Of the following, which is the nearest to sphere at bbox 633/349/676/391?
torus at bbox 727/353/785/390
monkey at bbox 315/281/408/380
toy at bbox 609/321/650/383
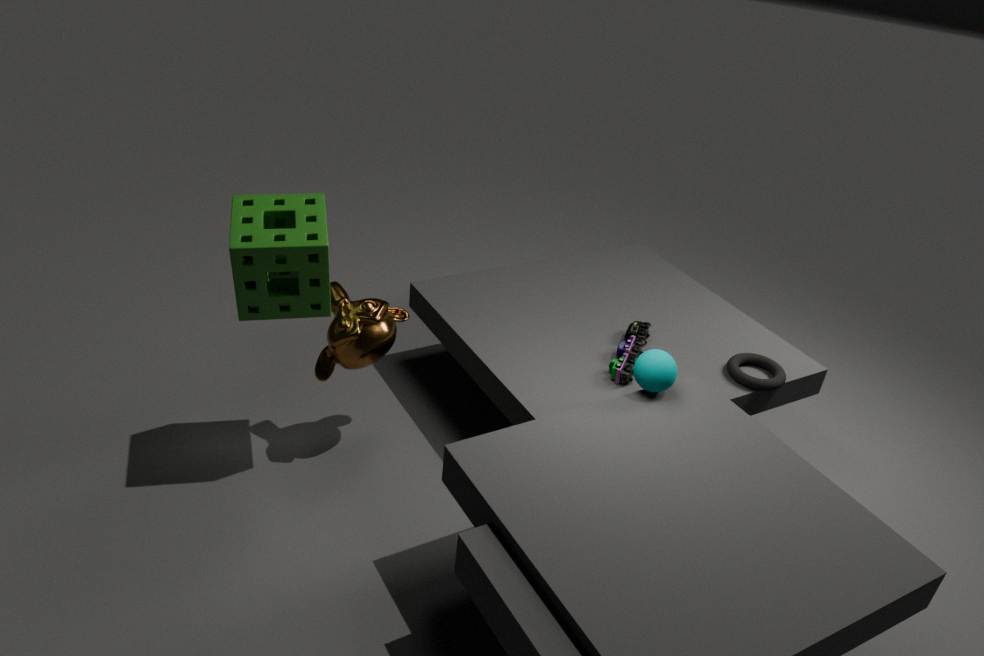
toy at bbox 609/321/650/383
